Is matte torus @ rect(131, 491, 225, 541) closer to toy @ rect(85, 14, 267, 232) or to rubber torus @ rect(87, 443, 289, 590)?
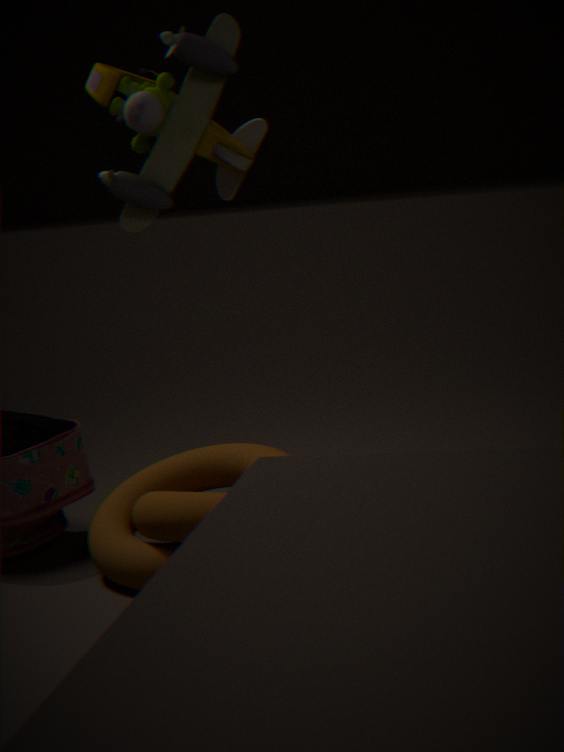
rubber torus @ rect(87, 443, 289, 590)
